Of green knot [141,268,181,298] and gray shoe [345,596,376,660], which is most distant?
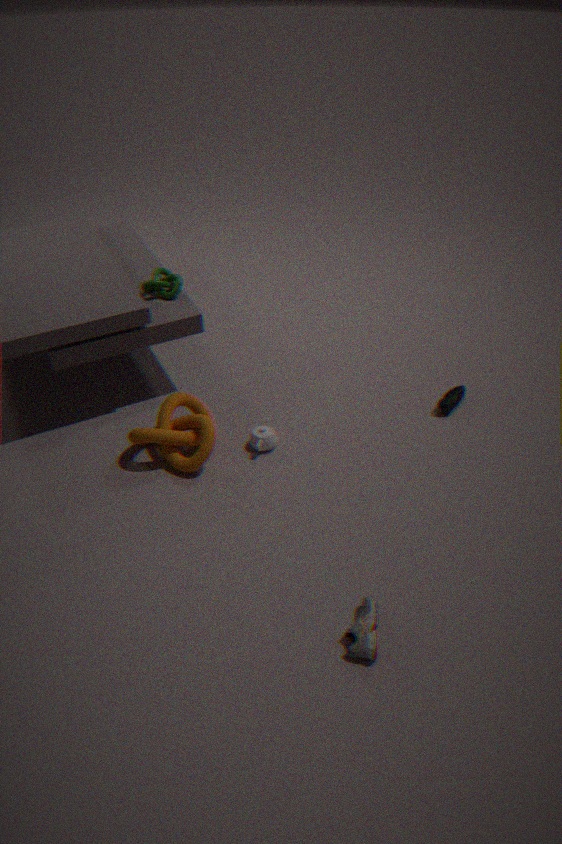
green knot [141,268,181,298]
